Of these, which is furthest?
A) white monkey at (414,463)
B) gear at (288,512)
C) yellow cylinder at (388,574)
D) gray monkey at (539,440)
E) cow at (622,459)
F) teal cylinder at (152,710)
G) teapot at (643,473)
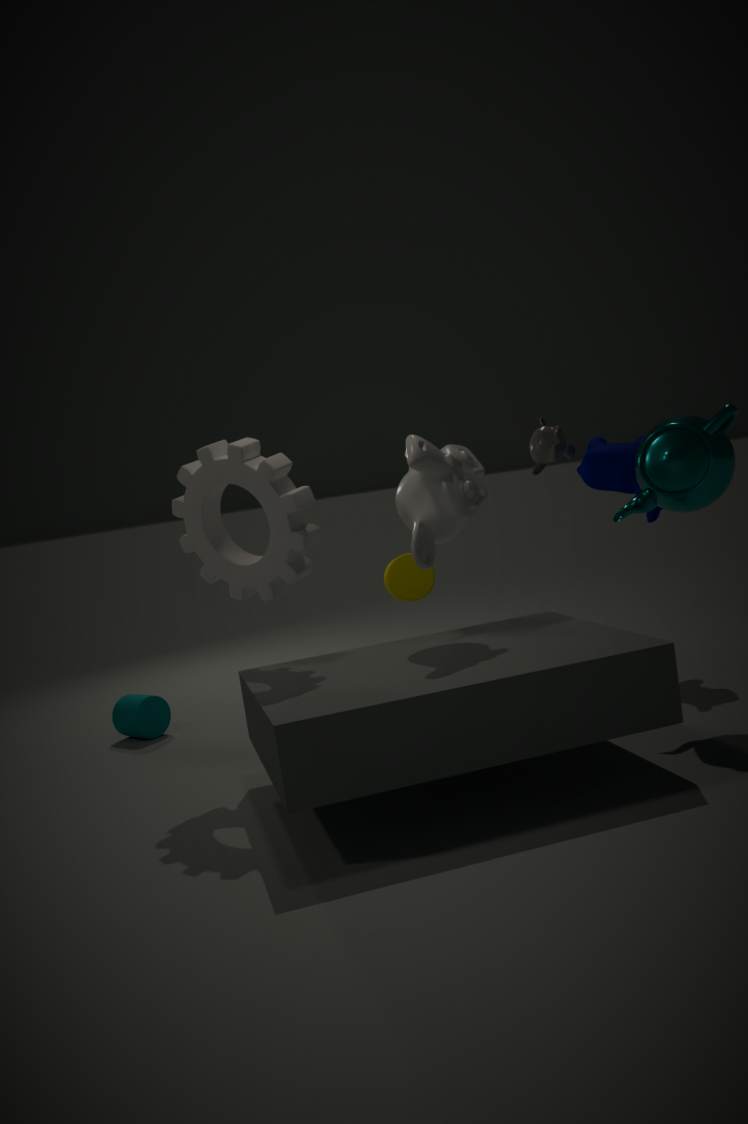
gray monkey at (539,440)
